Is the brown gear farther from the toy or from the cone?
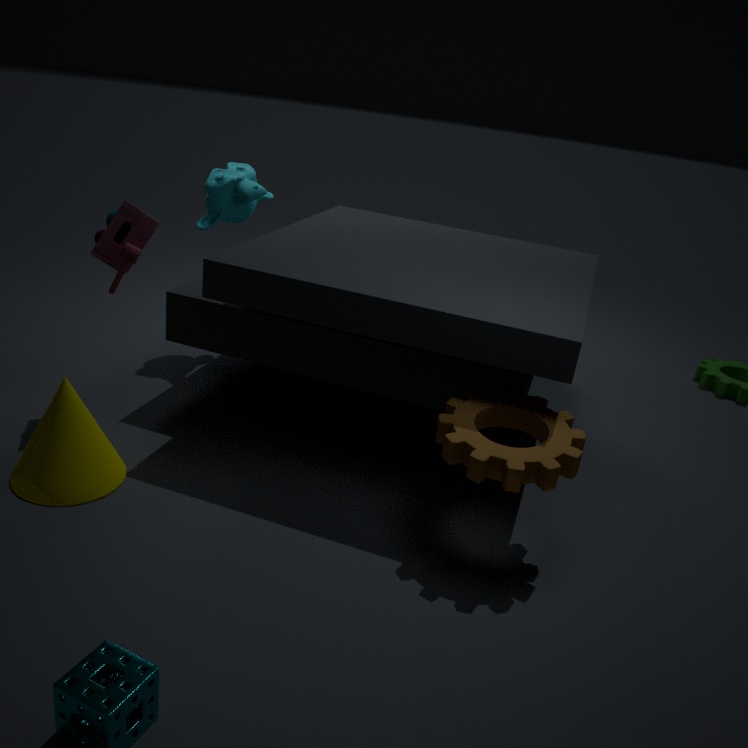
the toy
